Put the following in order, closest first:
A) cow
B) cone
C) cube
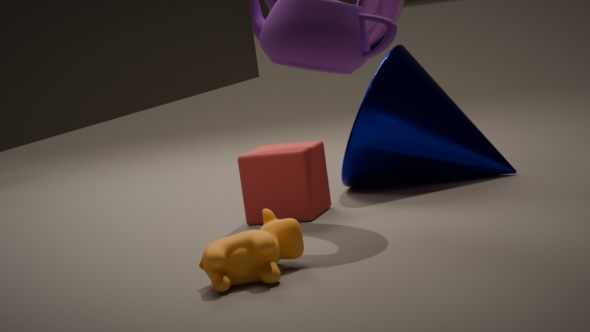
cow < cube < cone
